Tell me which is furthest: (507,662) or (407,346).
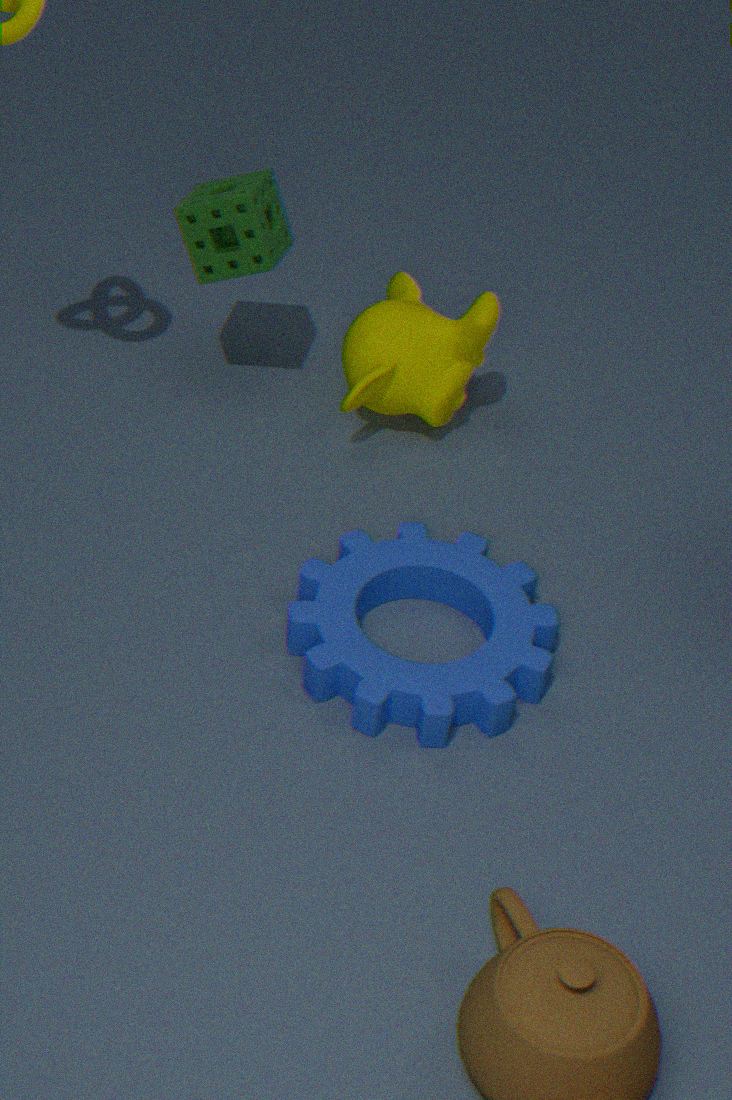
(407,346)
